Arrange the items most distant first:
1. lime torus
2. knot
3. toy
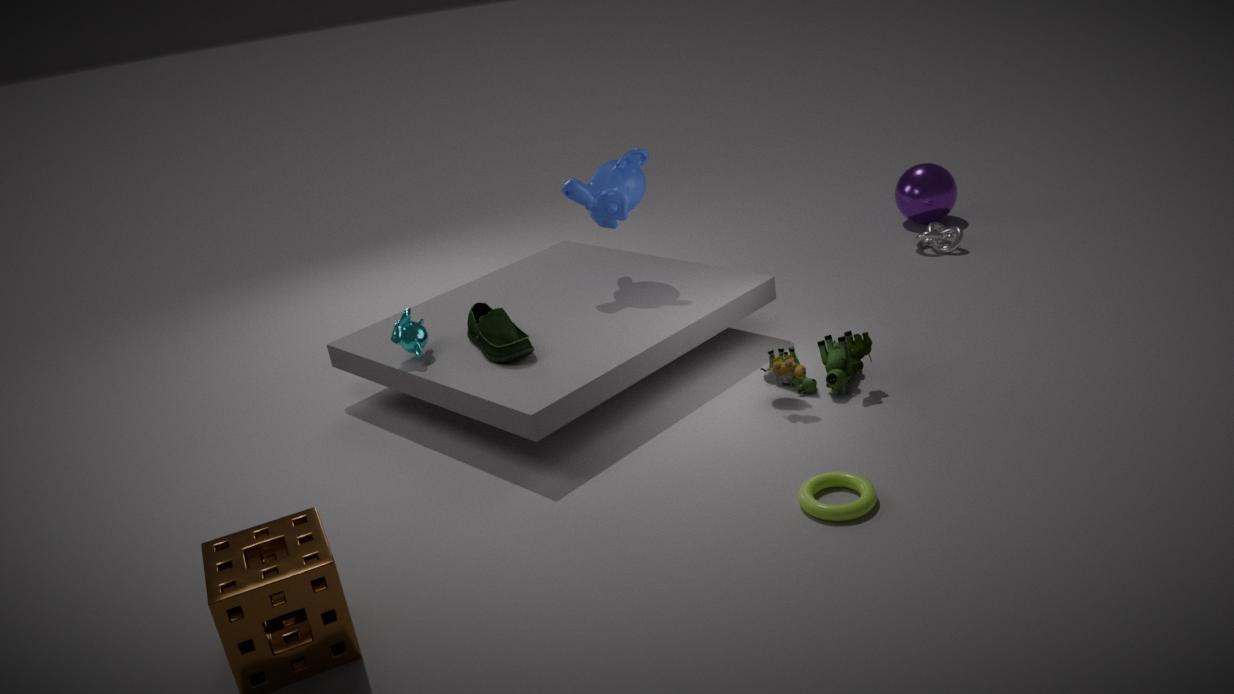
1. knot
2. toy
3. lime torus
